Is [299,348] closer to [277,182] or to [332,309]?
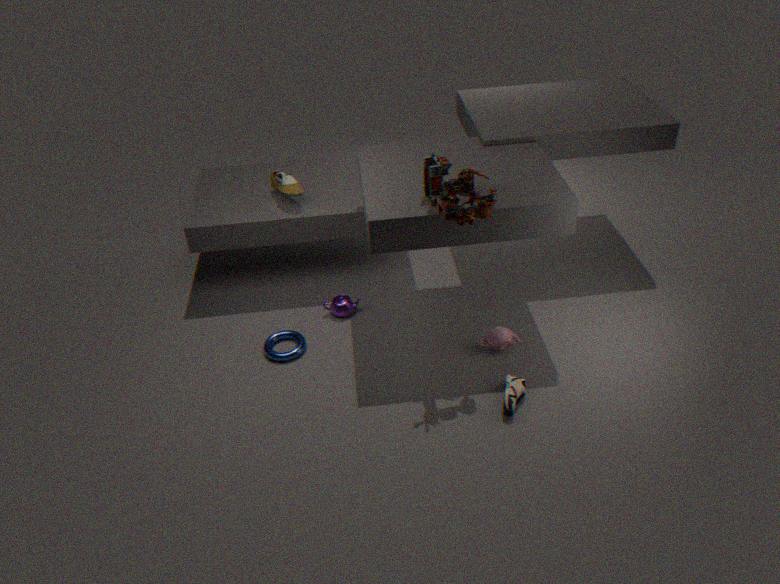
[332,309]
